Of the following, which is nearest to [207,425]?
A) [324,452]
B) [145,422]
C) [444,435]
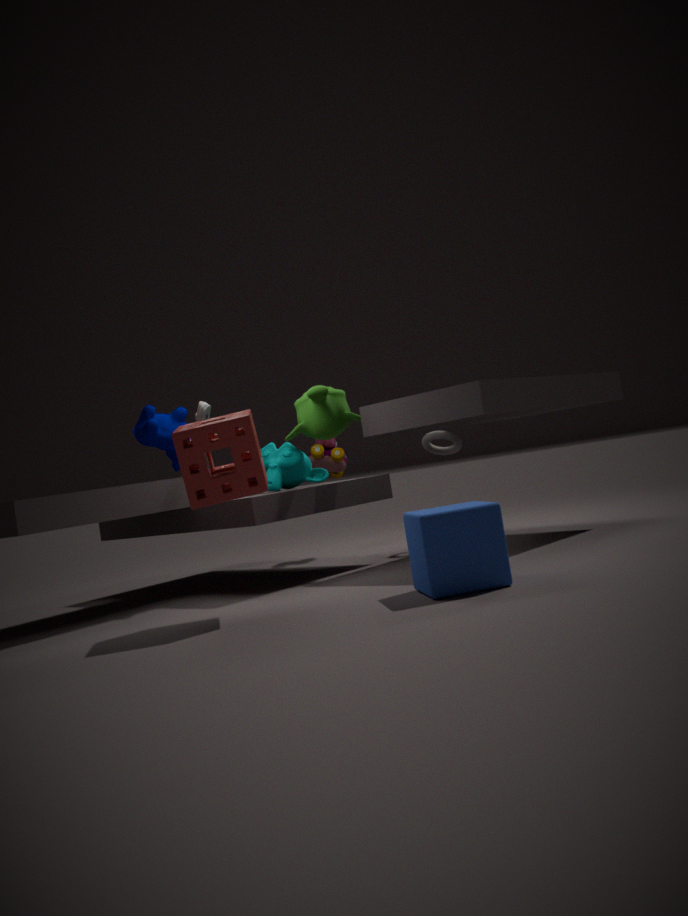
[145,422]
